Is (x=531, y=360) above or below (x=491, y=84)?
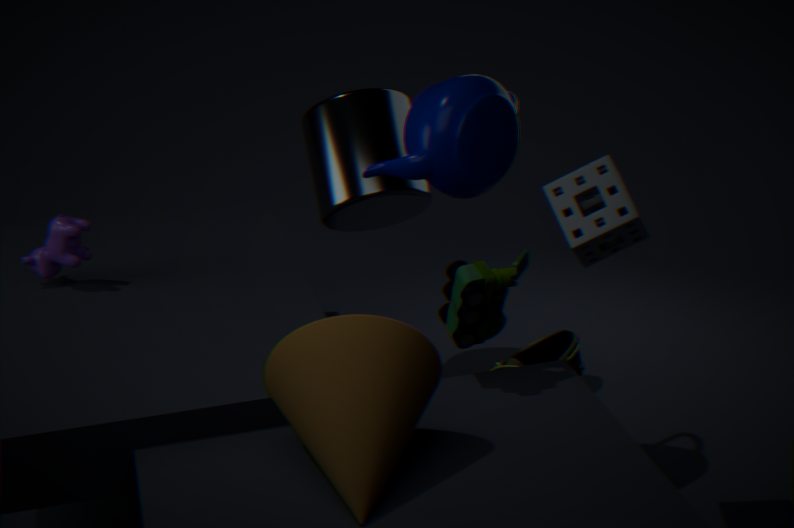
below
